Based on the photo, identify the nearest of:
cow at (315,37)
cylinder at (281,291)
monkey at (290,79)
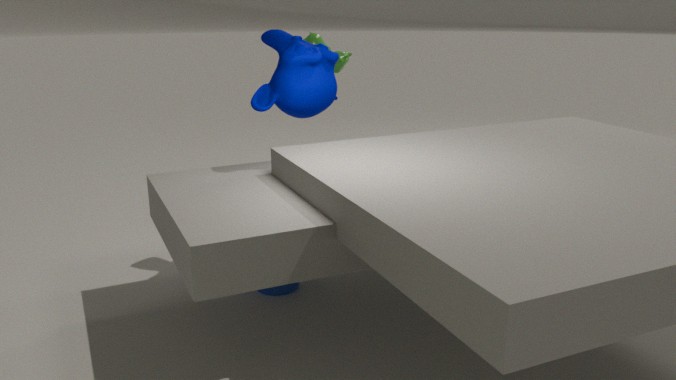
monkey at (290,79)
